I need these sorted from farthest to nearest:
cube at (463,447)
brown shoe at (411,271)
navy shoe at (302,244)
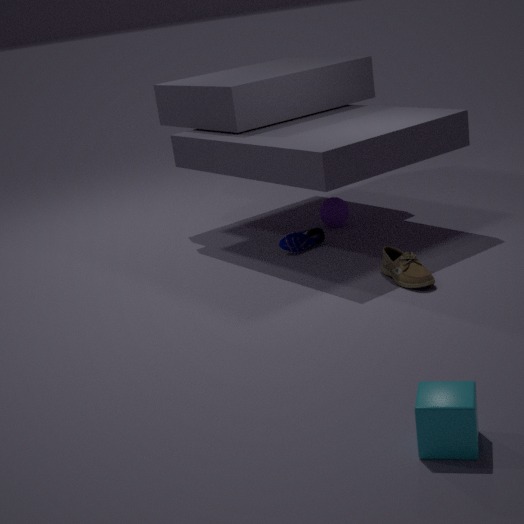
navy shoe at (302,244), brown shoe at (411,271), cube at (463,447)
